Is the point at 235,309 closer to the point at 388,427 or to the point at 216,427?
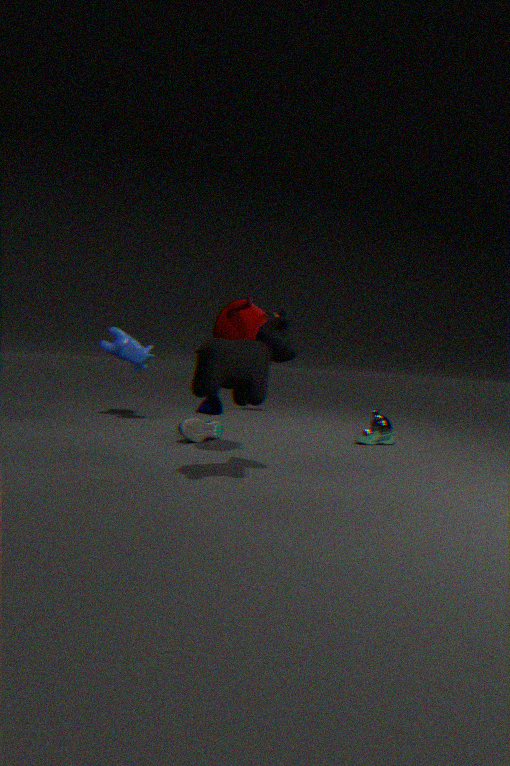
the point at 216,427
